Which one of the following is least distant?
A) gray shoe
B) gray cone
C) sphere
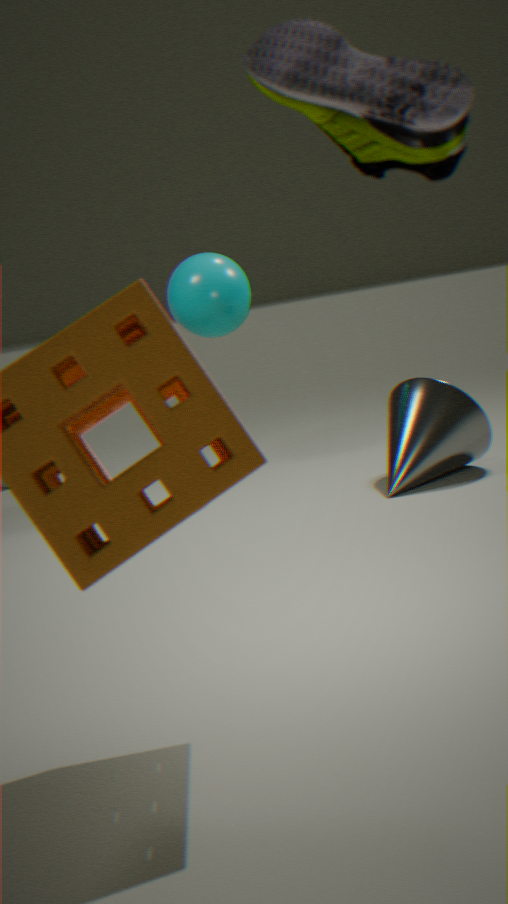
gray shoe
